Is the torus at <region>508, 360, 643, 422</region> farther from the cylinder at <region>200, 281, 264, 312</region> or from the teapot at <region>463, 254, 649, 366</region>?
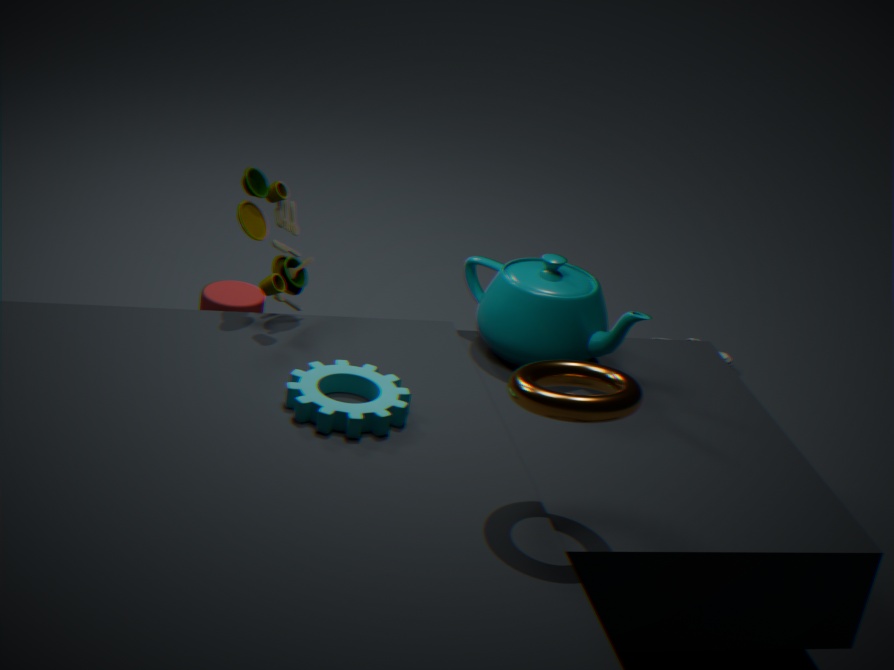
the cylinder at <region>200, 281, 264, 312</region>
